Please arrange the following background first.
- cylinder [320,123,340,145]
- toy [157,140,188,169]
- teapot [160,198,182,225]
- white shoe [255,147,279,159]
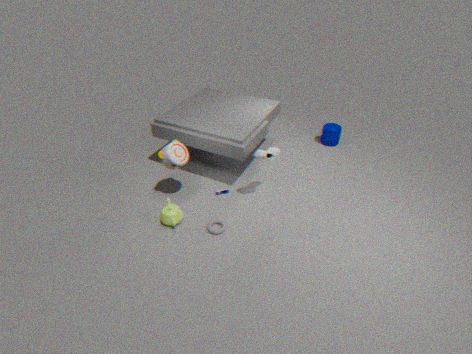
cylinder [320,123,340,145] → toy [157,140,188,169] → teapot [160,198,182,225] → white shoe [255,147,279,159]
